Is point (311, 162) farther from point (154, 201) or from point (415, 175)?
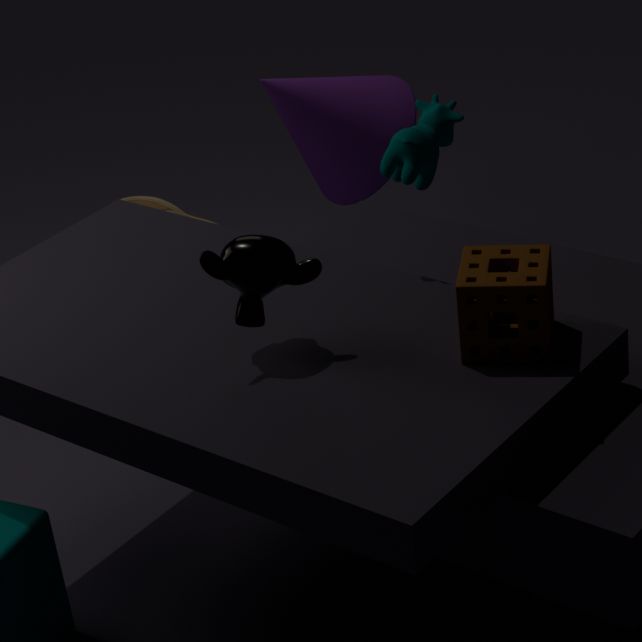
point (415, 175)
